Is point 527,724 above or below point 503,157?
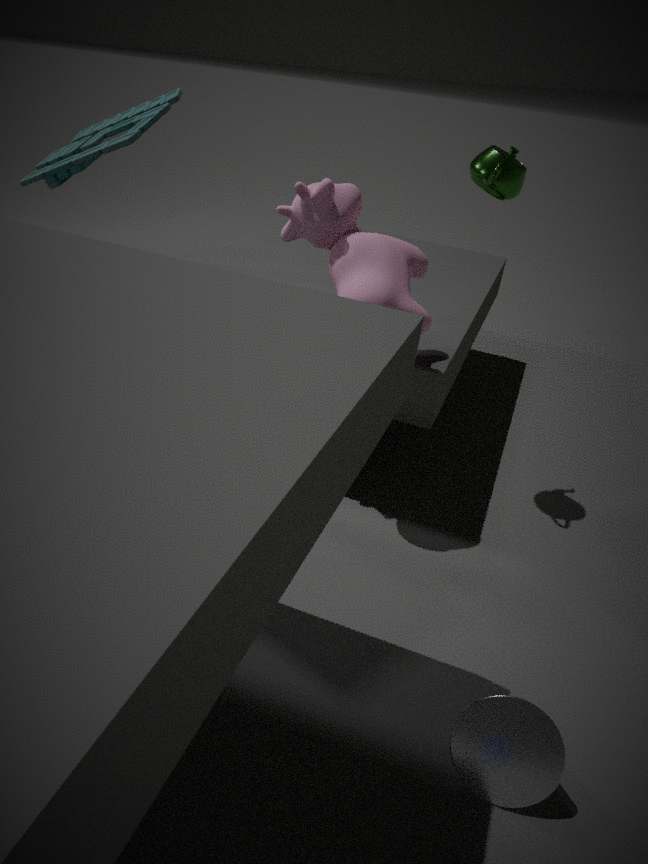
below
